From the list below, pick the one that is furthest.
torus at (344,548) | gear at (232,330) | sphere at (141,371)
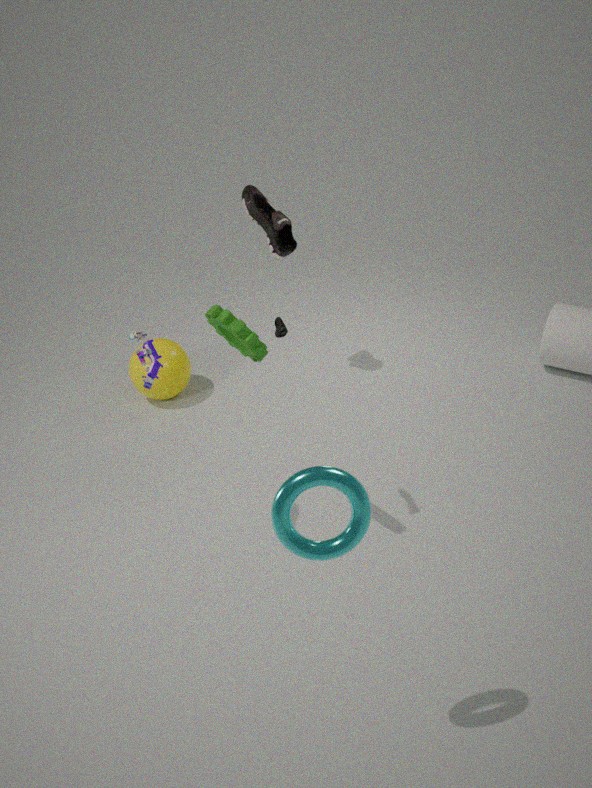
sphere at (141,371)
